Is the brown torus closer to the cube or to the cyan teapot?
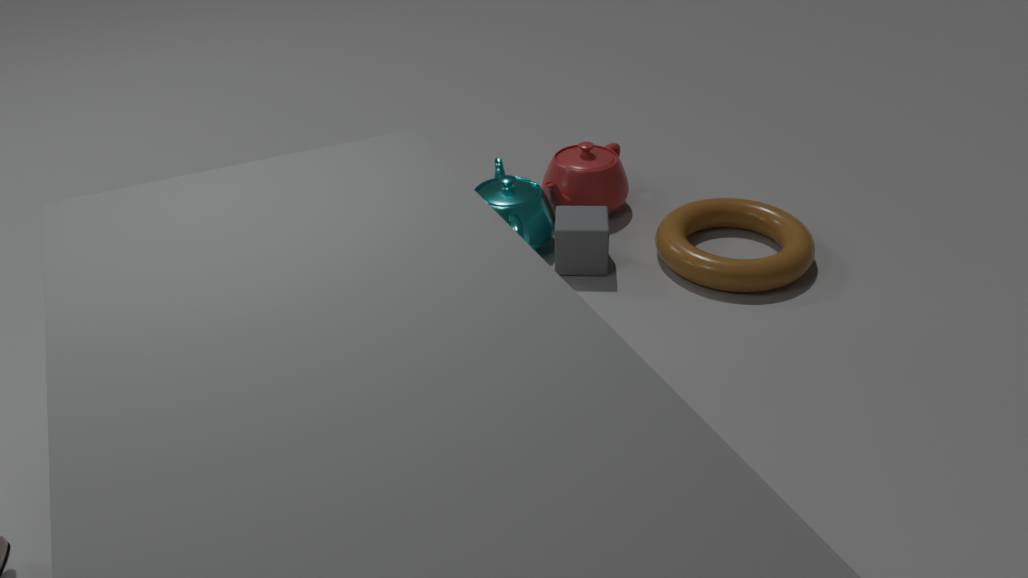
the cube
